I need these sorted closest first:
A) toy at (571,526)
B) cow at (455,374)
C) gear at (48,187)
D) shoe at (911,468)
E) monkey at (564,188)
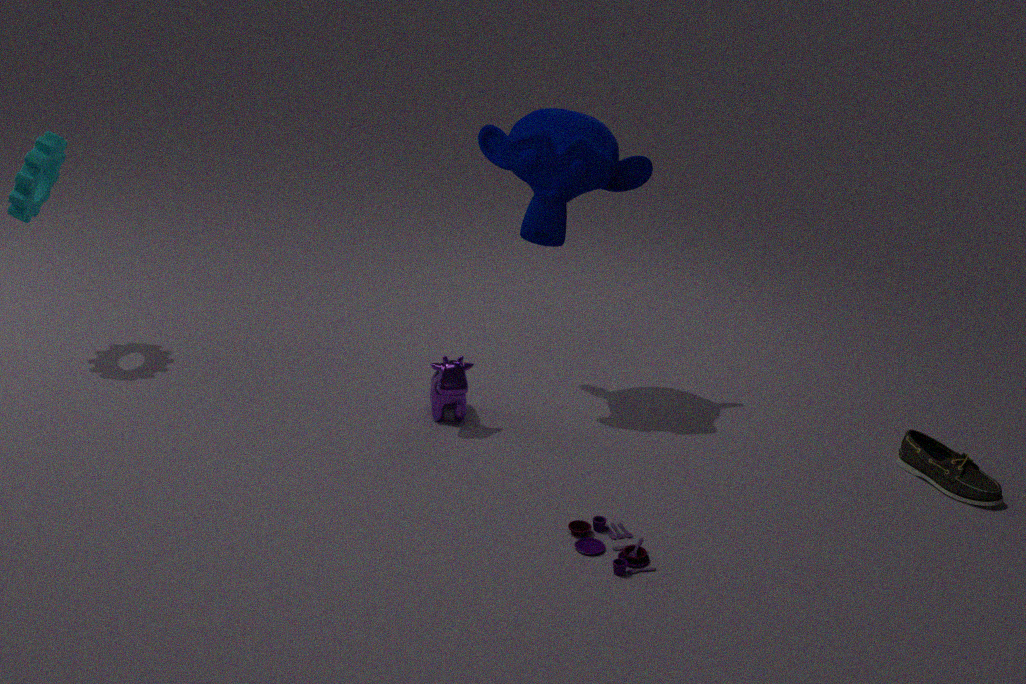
toy at (571,526), shoe at (911,468), monkey at (564,188), cow at (455,374), gear at (48,187)
